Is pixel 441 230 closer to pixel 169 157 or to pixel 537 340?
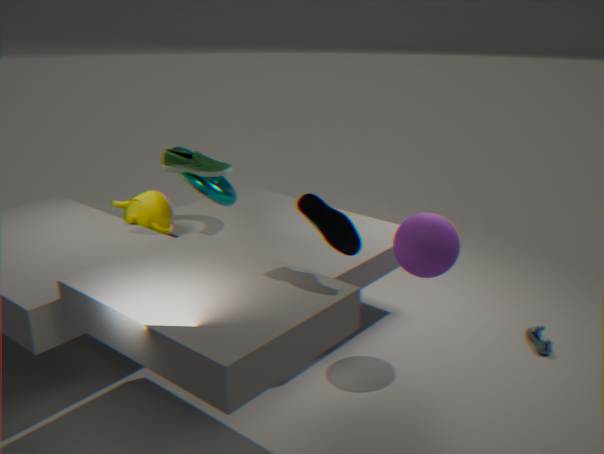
pixel 537 340
